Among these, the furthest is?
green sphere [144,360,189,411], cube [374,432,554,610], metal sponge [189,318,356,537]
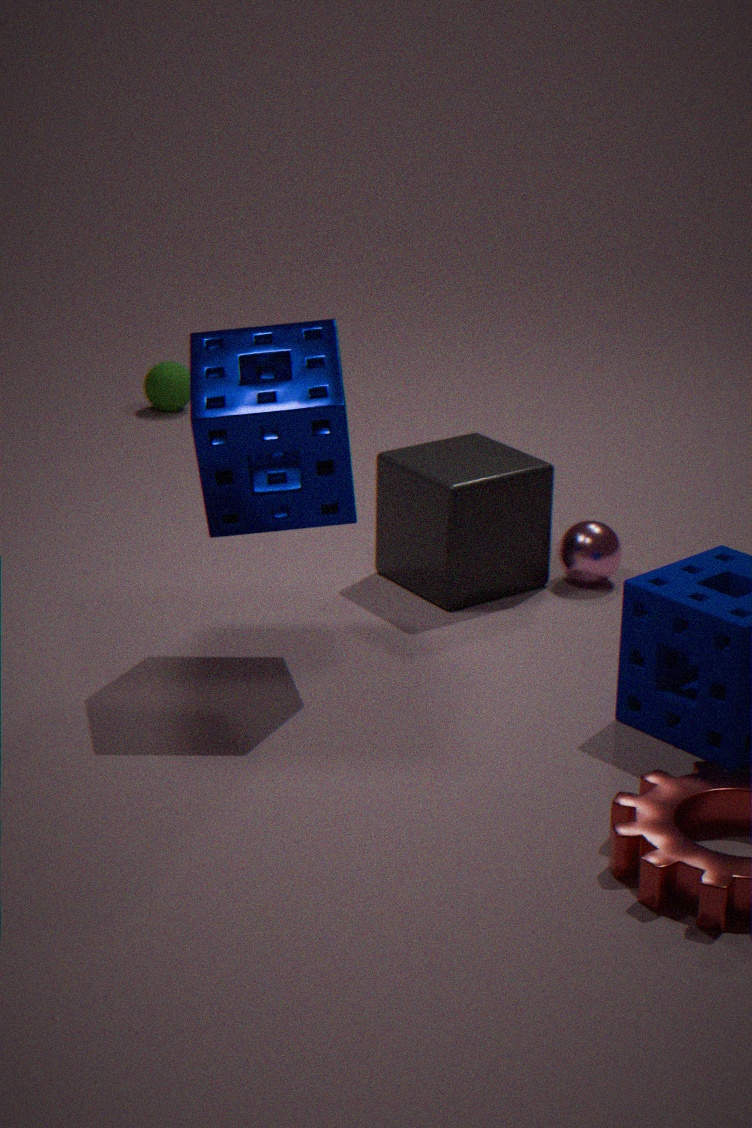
green sphere [144,360,189,411]
